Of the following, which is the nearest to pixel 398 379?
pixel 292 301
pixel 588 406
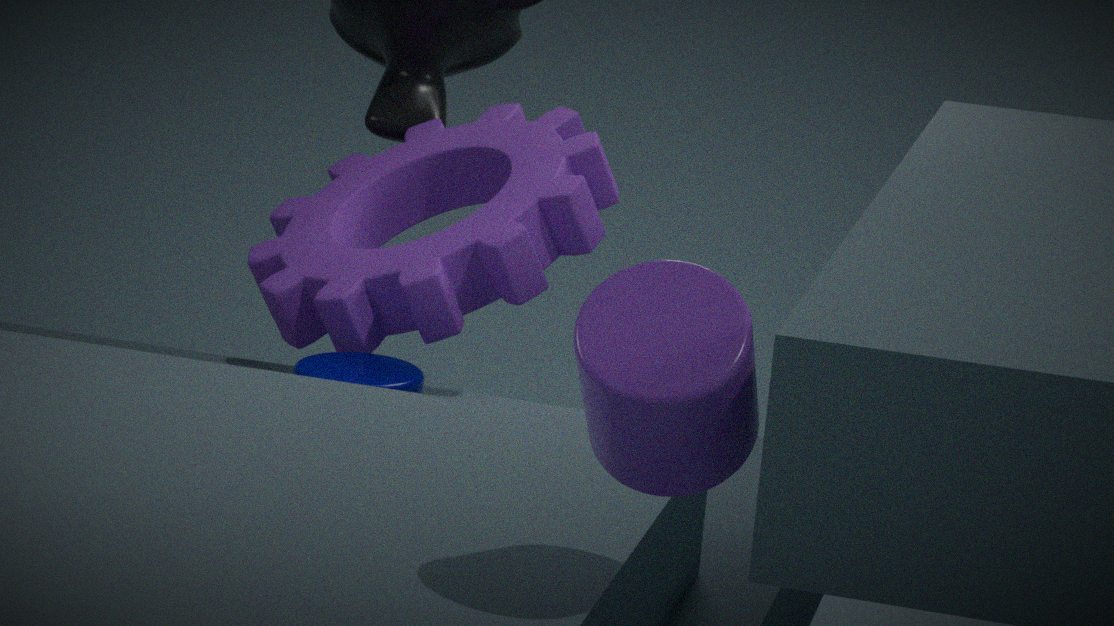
pixel 292 301
